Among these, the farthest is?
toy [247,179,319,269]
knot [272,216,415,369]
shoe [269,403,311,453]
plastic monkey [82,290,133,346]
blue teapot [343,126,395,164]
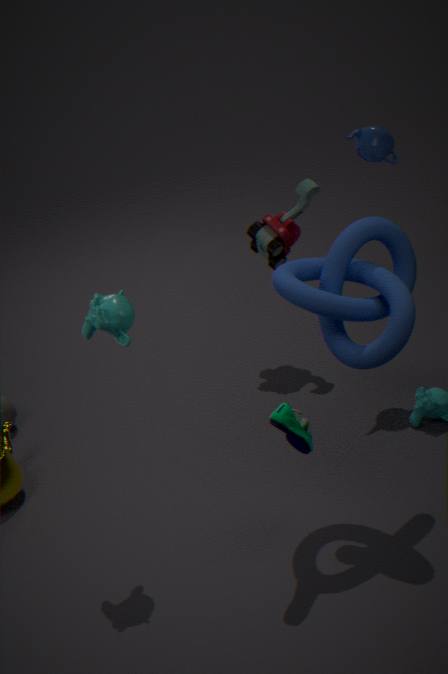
toy [247,179,319,269]
